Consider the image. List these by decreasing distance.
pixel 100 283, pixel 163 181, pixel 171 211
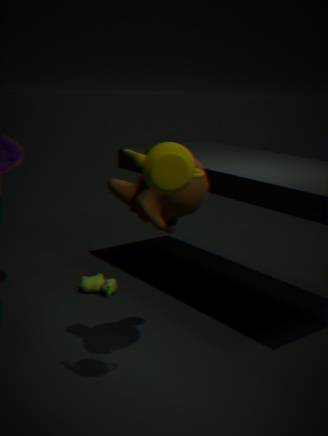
1. pixel 100 283
2. pixel 171 211
3. pixel 163 181
